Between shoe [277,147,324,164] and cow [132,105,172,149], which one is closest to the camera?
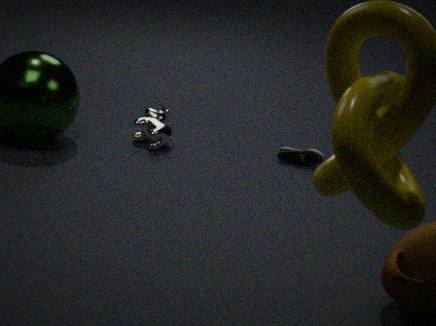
cow [132,105,172,149]
